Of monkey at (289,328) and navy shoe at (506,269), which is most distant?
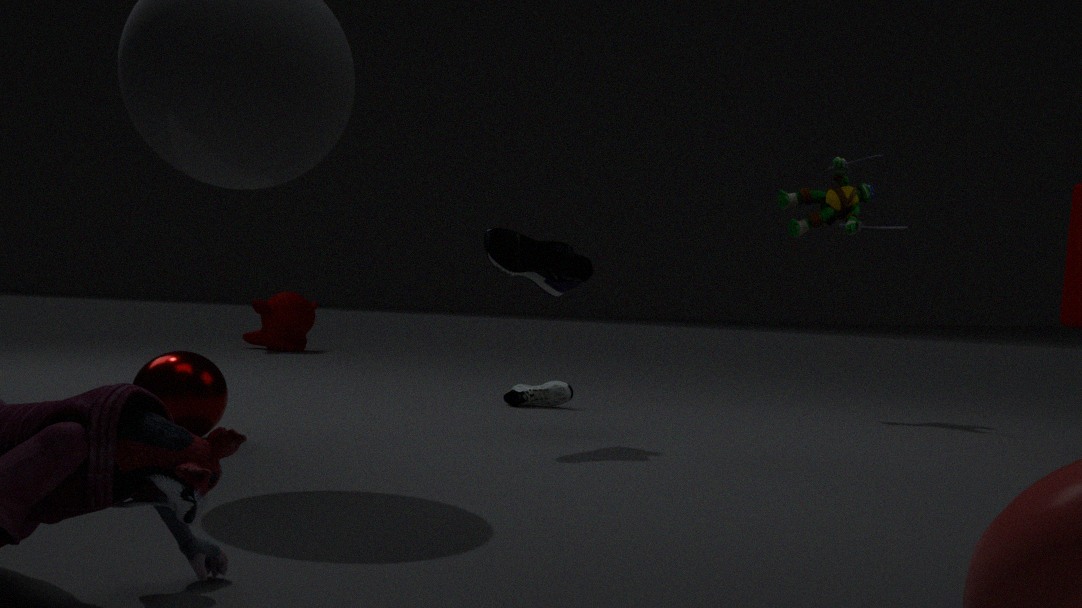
monkey at (289,328)
